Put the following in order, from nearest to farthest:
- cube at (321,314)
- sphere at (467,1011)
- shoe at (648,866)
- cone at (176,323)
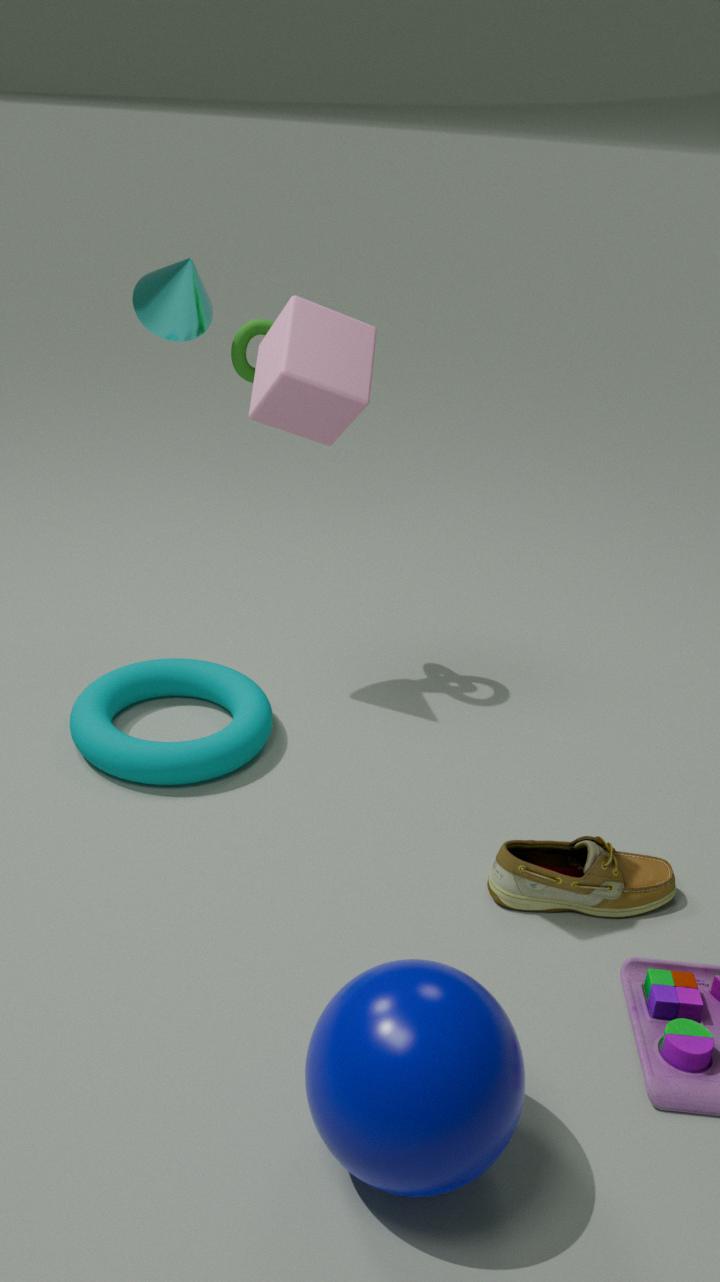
sphere at (467,1011)
cube at (321,314)
shoe at (648,866)
cone at (176,323)
